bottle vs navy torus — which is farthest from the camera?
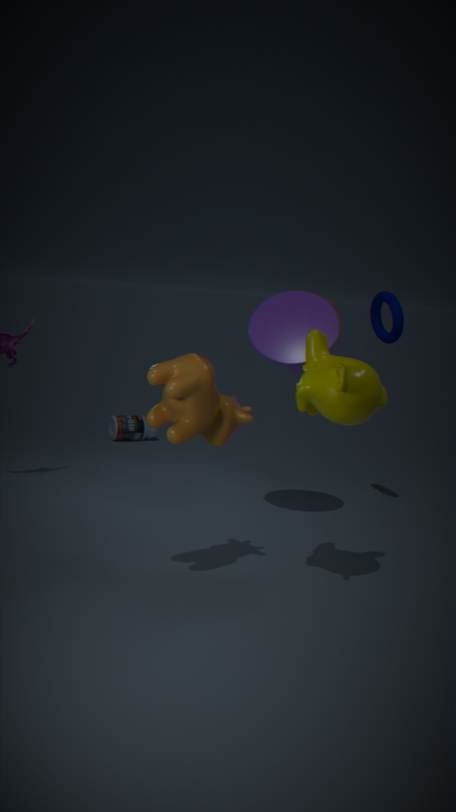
bottle
